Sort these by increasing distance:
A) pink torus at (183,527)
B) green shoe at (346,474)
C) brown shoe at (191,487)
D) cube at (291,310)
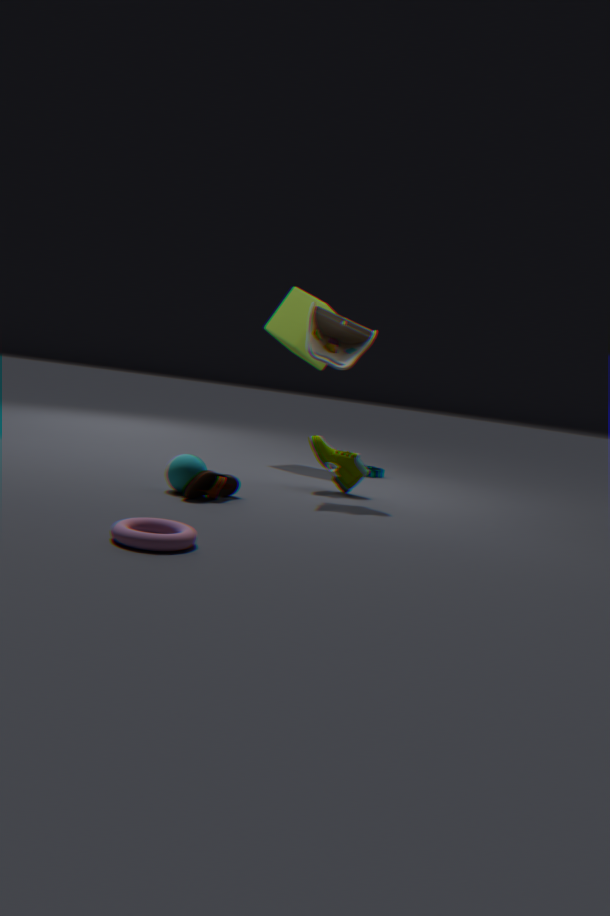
pink torus at (183,527)
brown shoe at (191,487)
green shoe at (346,474)
cube at (291,310)
